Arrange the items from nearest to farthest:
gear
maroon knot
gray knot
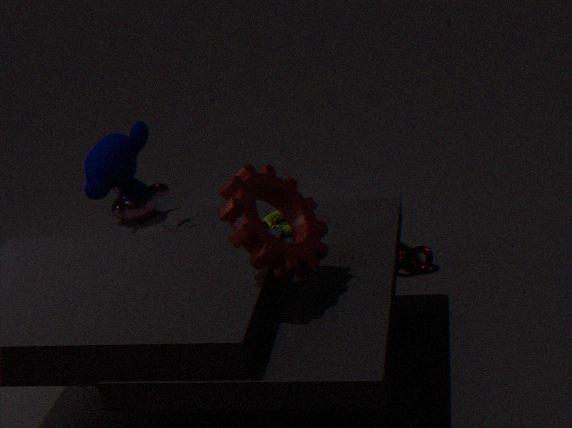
1. gear
2. maroon knot
3. gray knot
